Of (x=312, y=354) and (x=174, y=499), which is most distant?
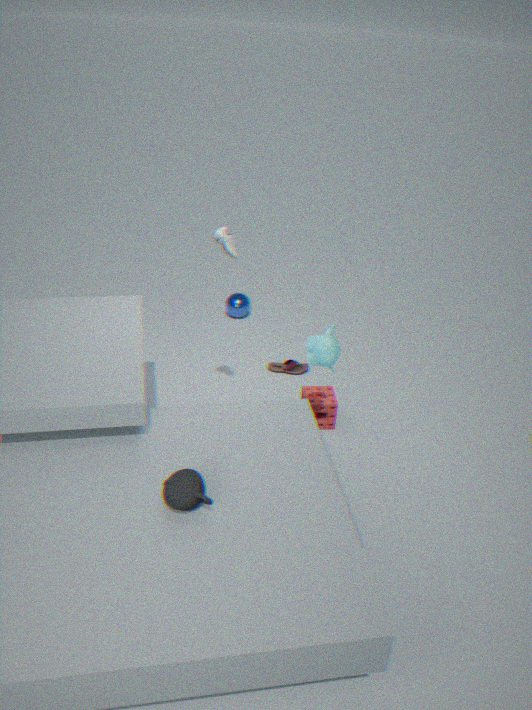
(x=312, y=354)
